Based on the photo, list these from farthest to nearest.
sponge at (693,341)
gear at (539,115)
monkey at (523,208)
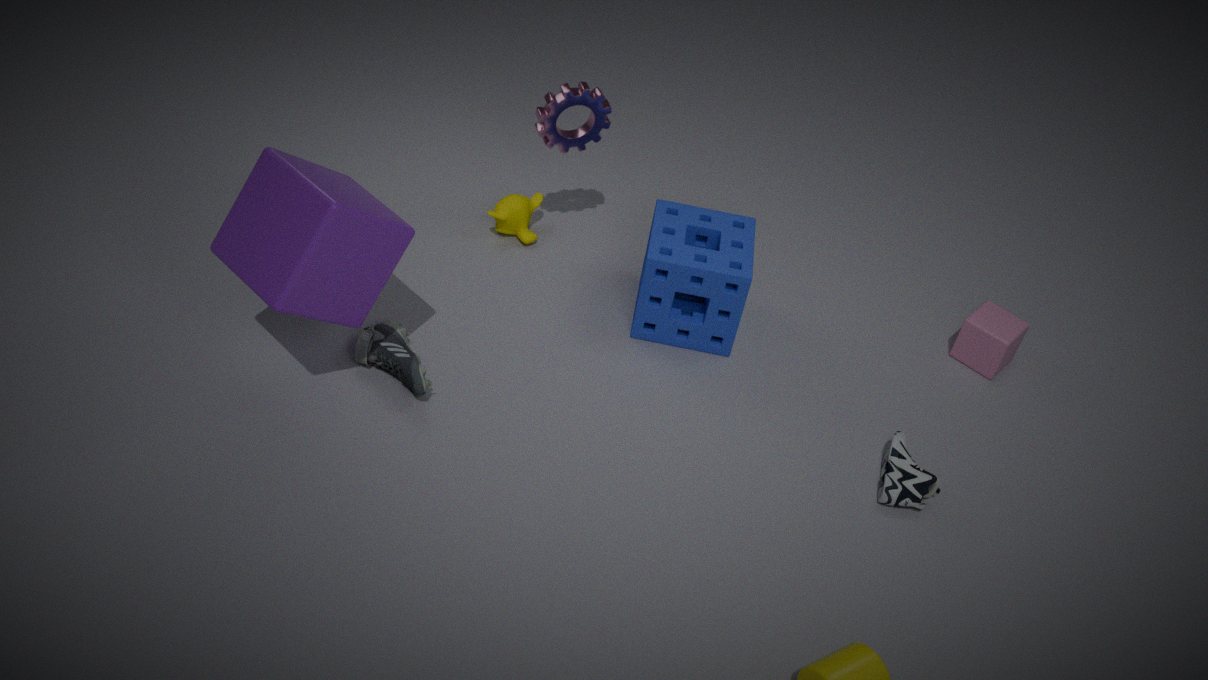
monkey at (523,208), gear at (539,115), sponge at (693,341)
